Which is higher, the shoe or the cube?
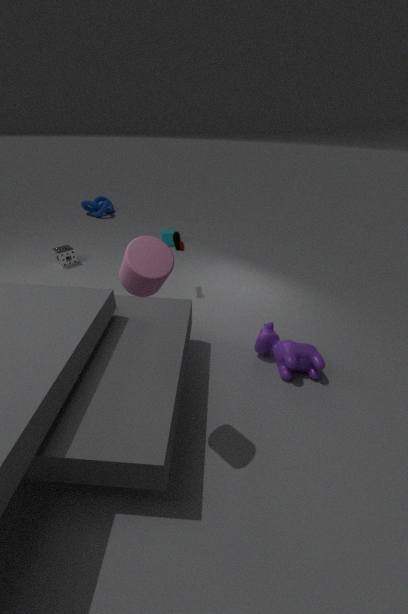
the shoe
